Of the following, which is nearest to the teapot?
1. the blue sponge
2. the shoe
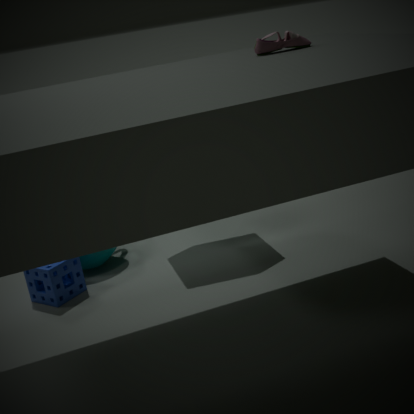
the blue sponge
